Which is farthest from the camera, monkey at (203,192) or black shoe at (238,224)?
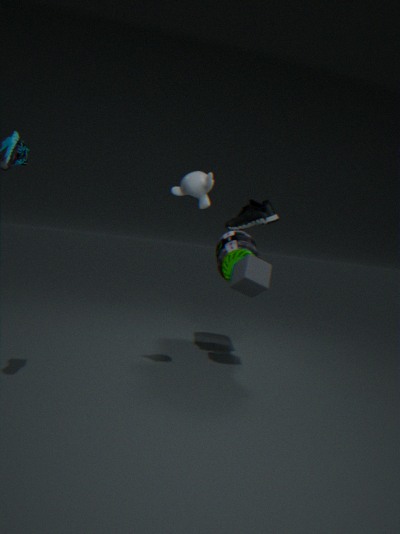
black shoe at (238,224)
